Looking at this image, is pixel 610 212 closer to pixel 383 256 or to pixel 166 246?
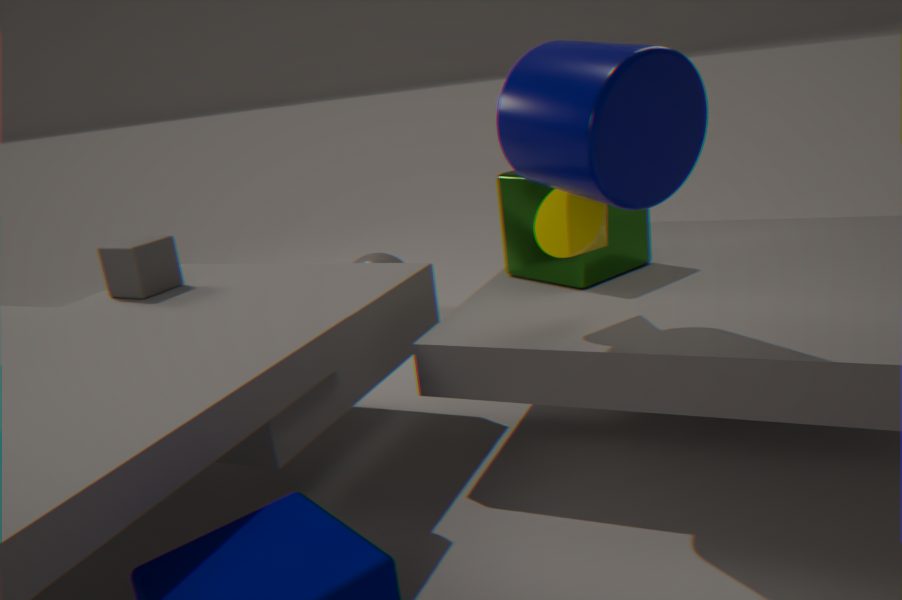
pixel 383 256
